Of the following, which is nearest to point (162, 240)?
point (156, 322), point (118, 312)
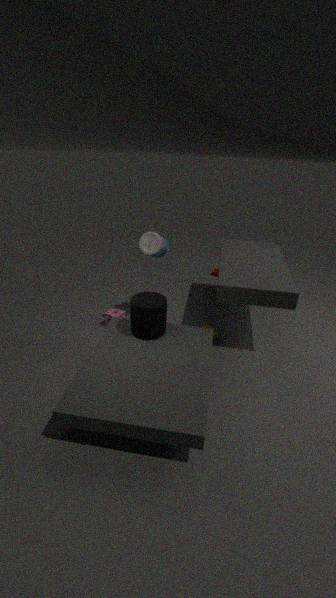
point (156, 322)
